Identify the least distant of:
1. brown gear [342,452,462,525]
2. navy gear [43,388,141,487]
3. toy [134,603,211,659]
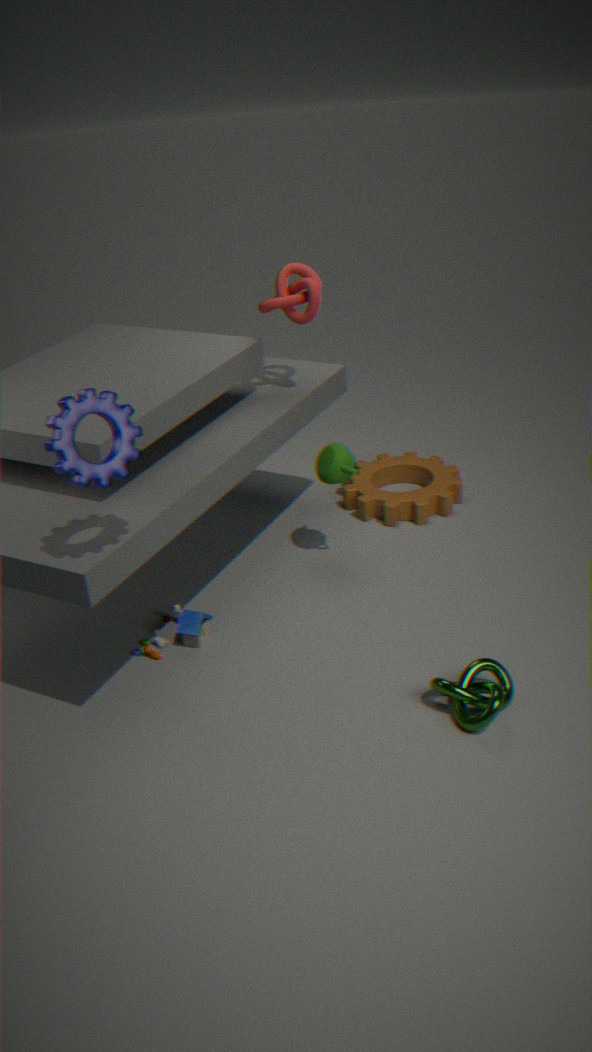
navy gear [43,388,141,487]
